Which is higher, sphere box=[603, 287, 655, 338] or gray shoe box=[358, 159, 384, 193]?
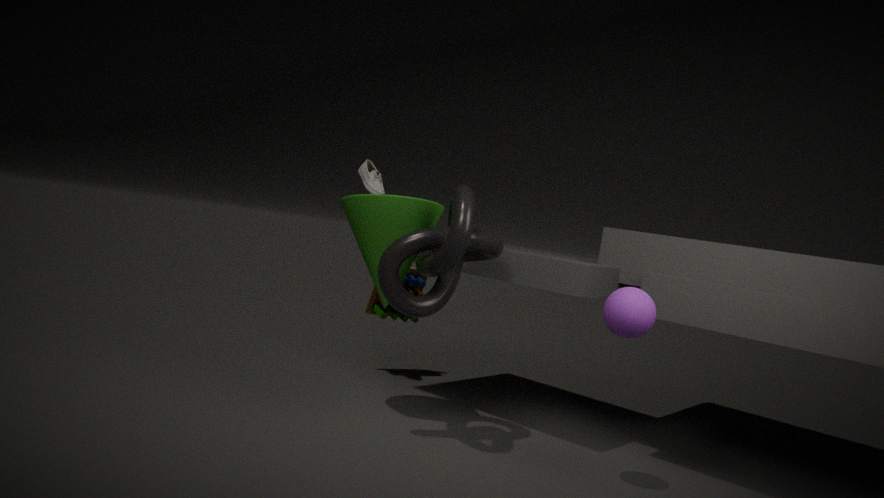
gray shoe box=[358, 159, 384, 193]
